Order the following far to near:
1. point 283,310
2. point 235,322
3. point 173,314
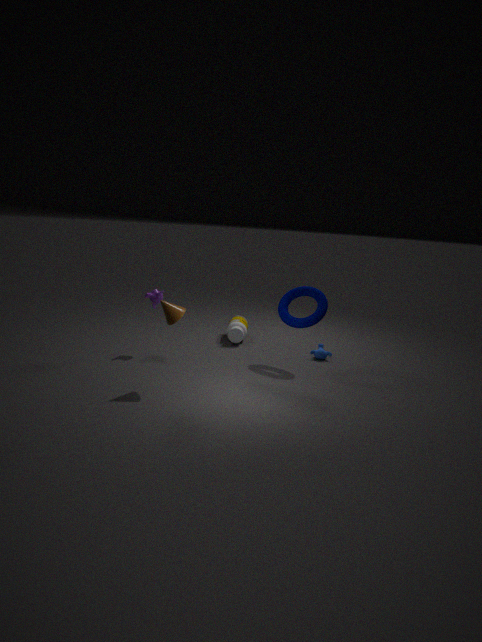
point 235,322 → point 283,310 → point 173,314
